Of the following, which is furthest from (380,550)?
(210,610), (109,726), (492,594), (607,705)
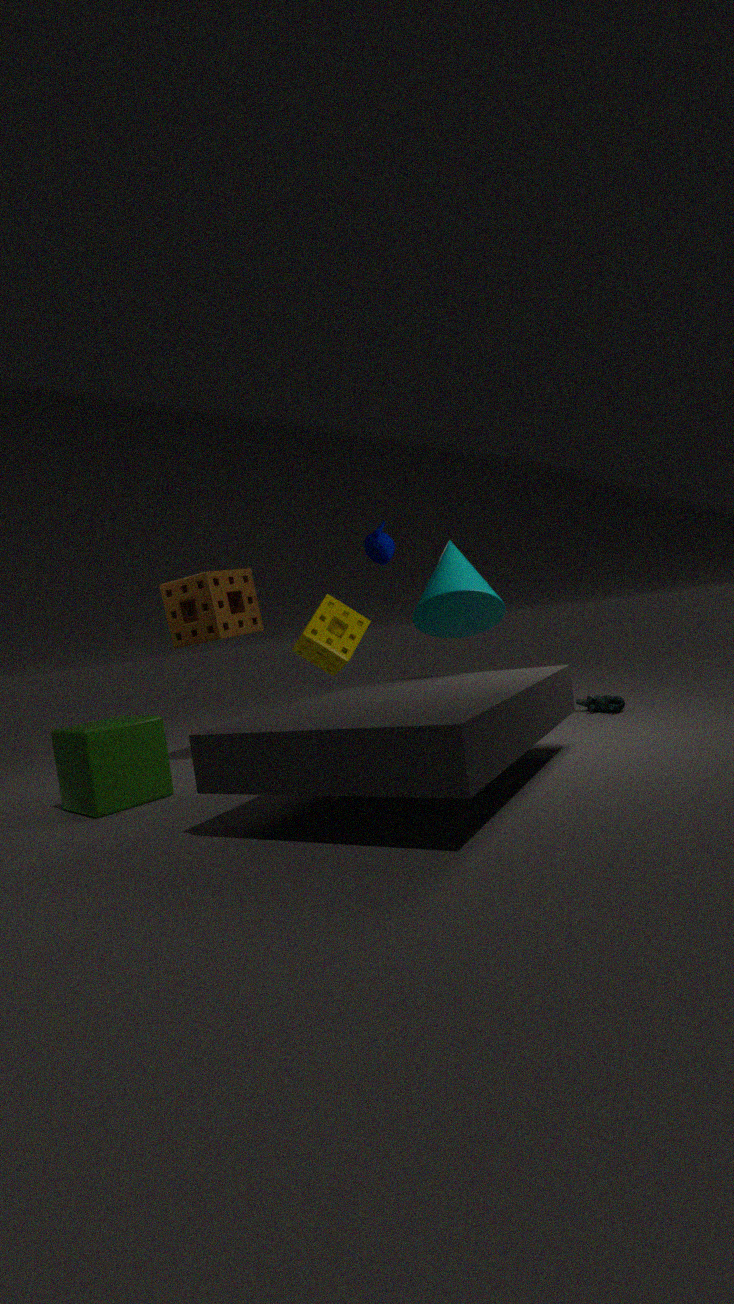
(109,726)
